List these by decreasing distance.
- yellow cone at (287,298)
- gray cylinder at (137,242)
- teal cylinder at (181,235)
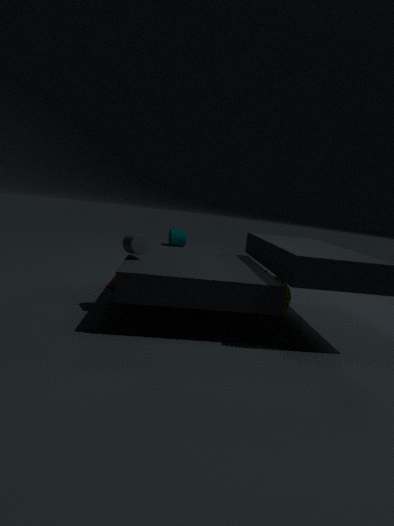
teal cylinder at (181,235)
yellow cone at (287,298)
gray cylinder at (137,242)
